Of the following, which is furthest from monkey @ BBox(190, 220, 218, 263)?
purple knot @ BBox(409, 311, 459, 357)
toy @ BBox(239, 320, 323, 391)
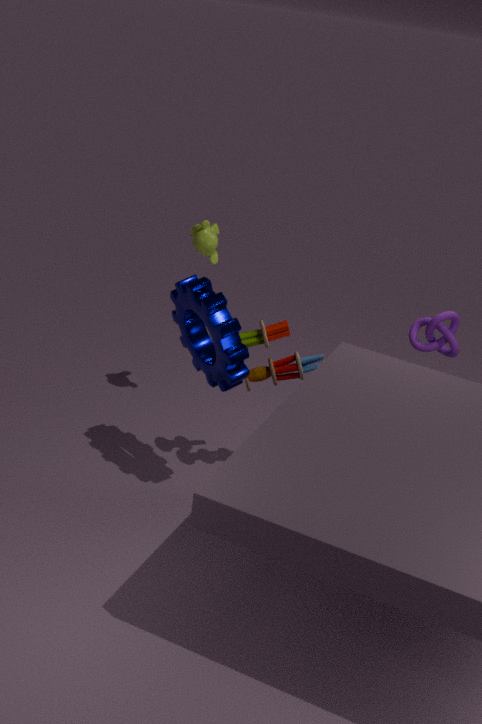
purple knot @ BBox(409, 311, 459, 357)
